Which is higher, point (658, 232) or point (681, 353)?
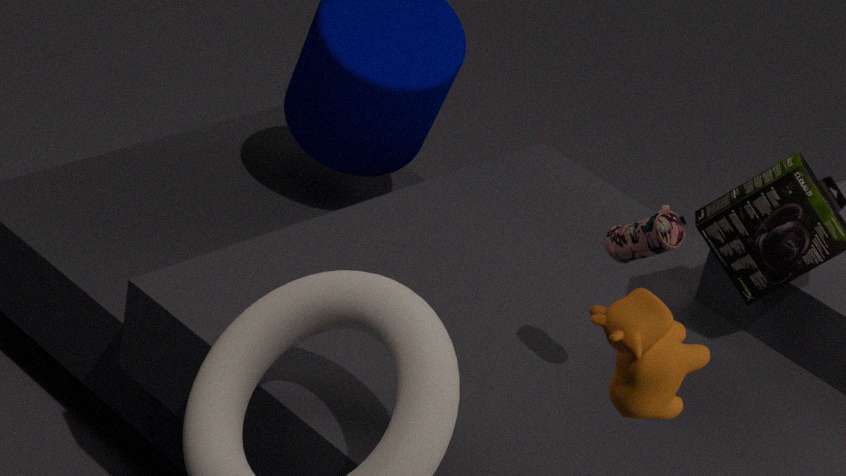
point (681, 353)
